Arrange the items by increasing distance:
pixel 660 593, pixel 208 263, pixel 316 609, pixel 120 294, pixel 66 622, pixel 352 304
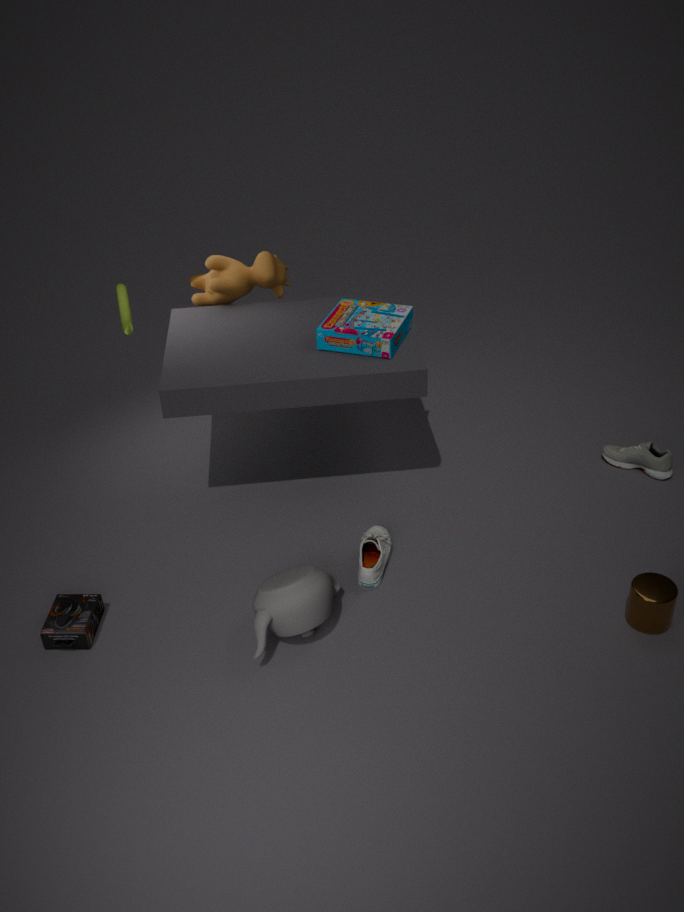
pixel 316 609 < pixel 660 593 < pixel 66 622 < pixel 352 304 < pixel 208 263 < pixel 120 294
